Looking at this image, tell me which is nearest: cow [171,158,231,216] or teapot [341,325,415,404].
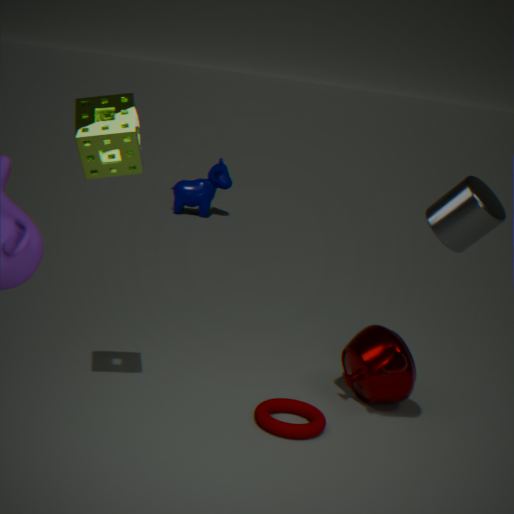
teapot [341,325,415,404]
